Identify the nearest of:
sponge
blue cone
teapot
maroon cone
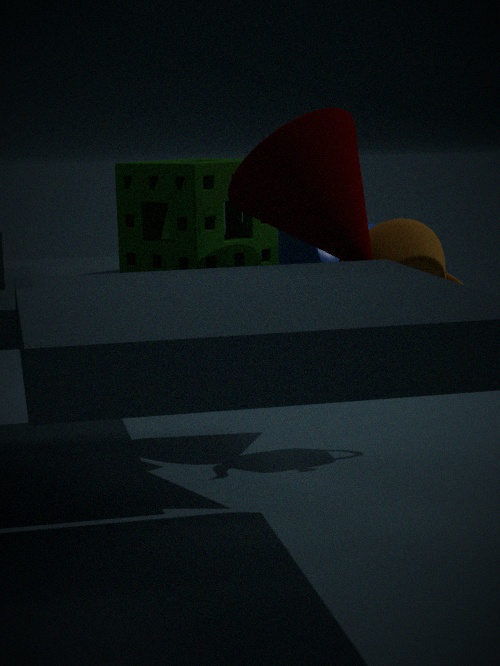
maroon cone
